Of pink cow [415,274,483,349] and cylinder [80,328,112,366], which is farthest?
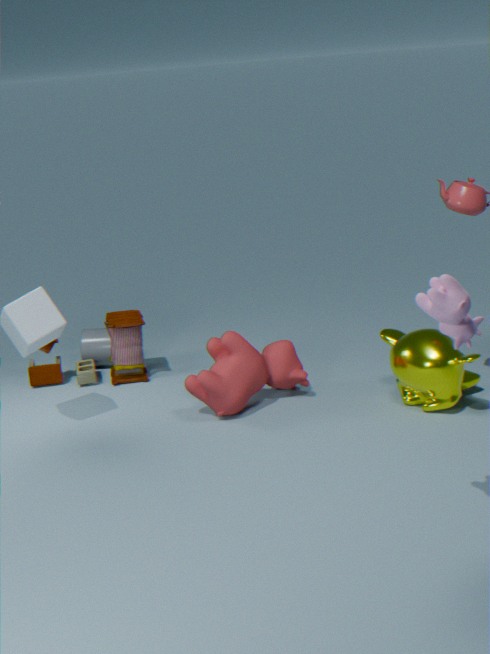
cylinder [80,328,112,366]
